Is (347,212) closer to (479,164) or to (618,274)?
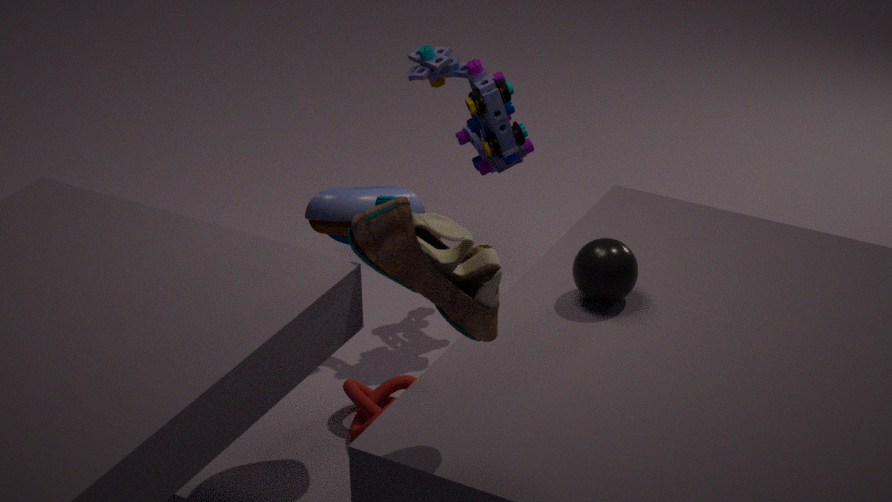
(618,274)
